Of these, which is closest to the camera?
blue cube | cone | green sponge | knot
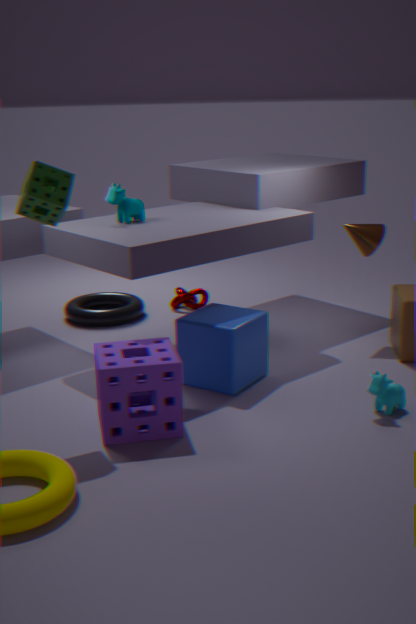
green sponge
